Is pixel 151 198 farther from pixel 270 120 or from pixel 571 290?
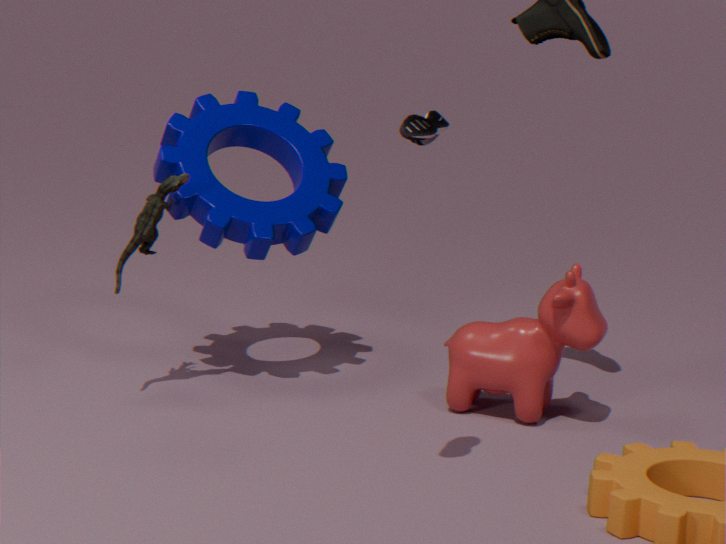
pixel 571 290
